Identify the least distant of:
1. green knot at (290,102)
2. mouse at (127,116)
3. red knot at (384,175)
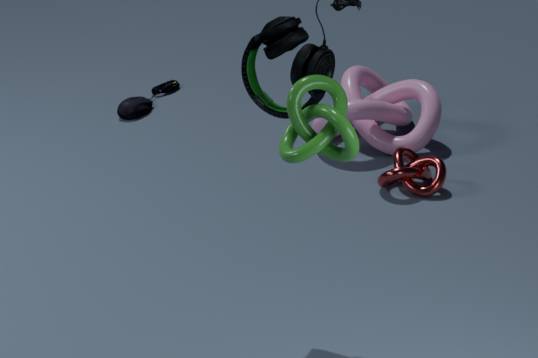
green knot at (290,102)
